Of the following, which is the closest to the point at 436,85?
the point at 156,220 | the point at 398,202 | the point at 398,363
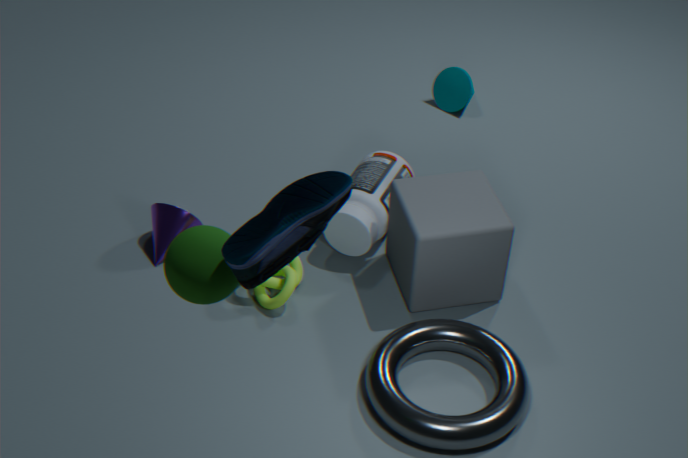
the point at 398,202
